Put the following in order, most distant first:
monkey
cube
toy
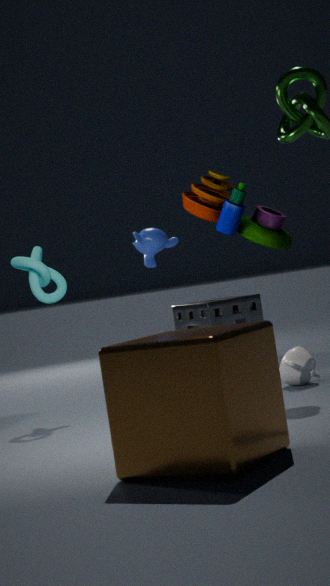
1. monkey
2. toy
3. cube
